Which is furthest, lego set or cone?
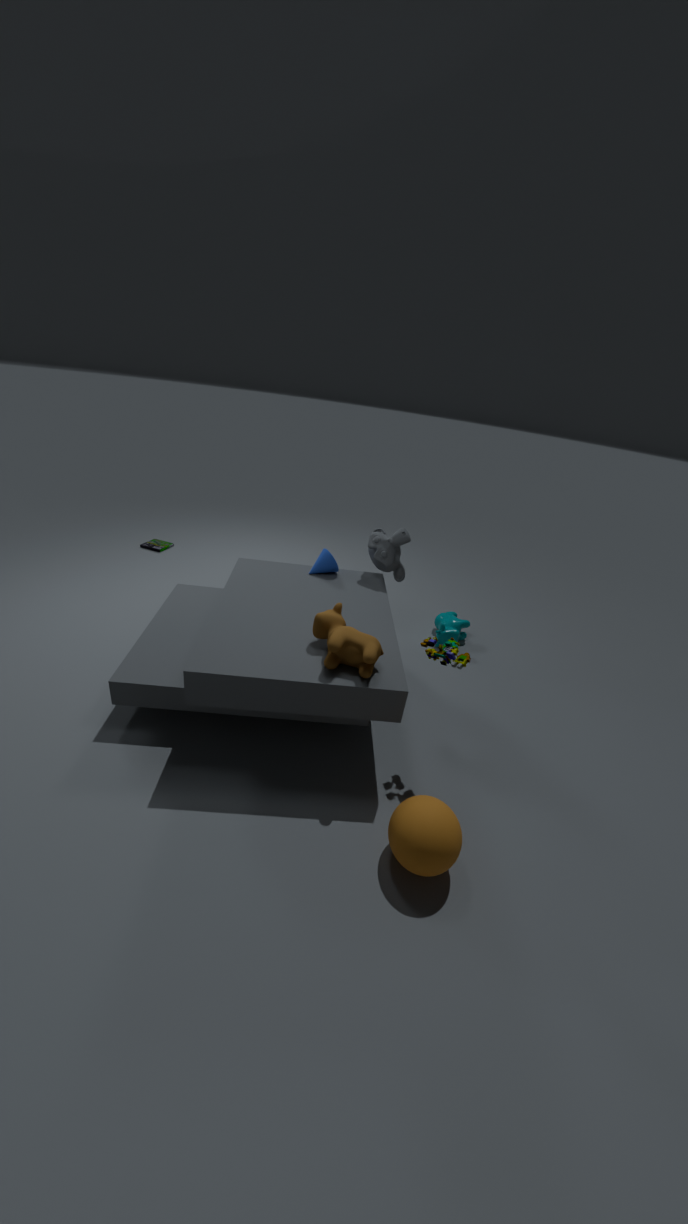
cone
